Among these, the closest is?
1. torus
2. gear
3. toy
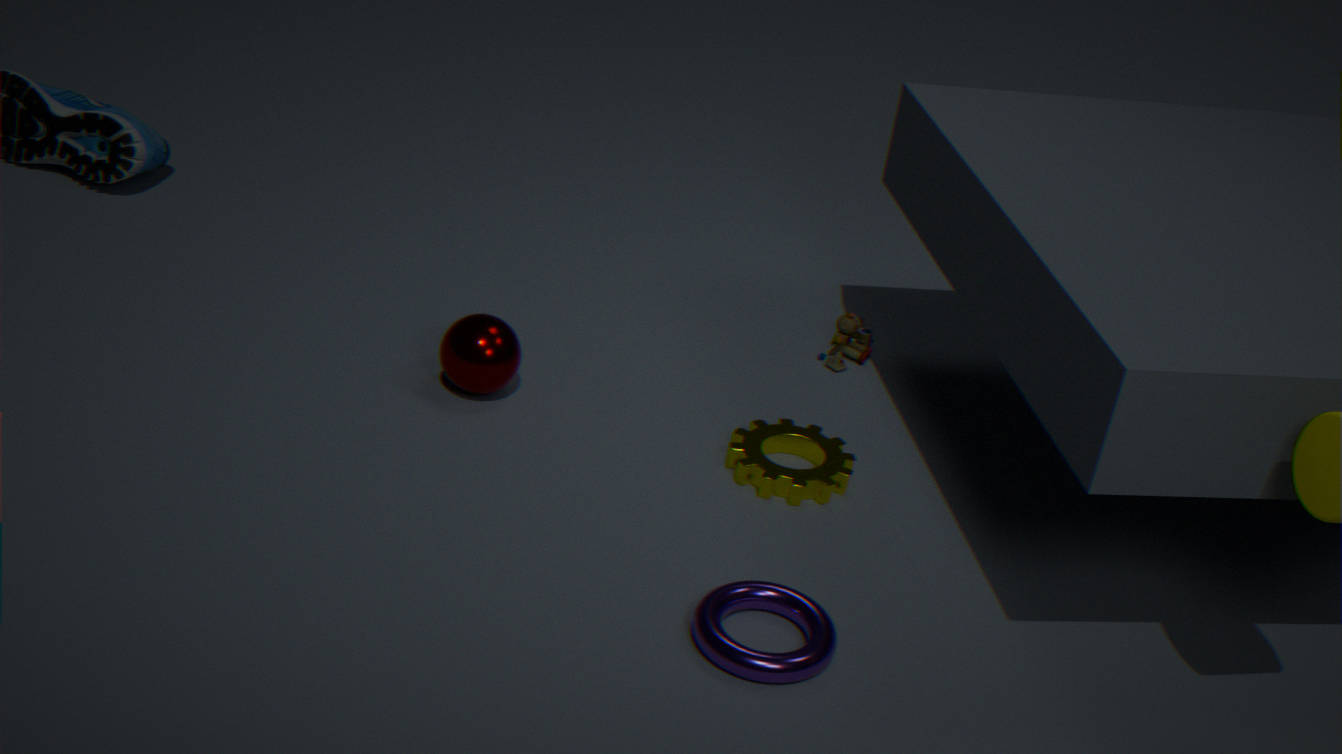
torus
